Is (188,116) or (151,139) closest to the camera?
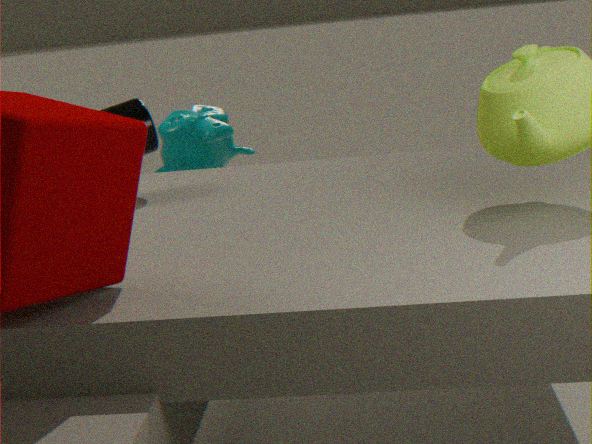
(151,139)
